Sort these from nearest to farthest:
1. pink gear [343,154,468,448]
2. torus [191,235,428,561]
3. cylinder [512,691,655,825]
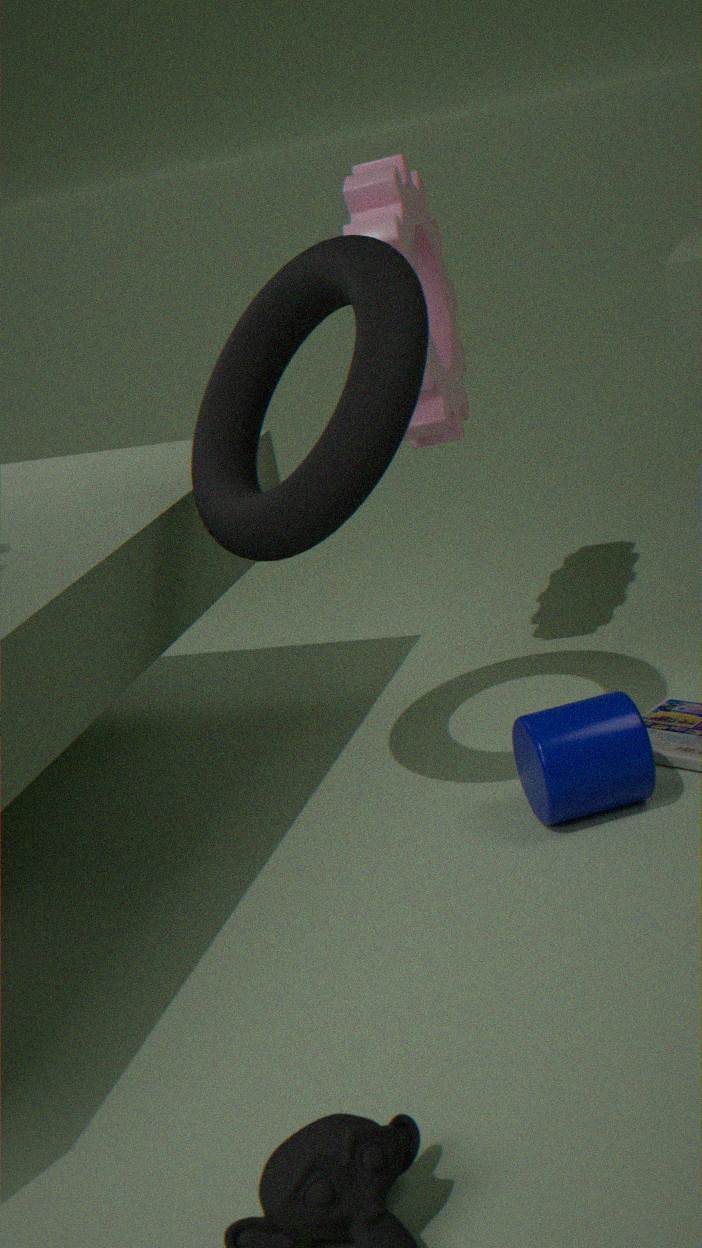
torus [191,235,428,561]
cylinder [512,691,655,825]
pink gear [343,154,468,448]
